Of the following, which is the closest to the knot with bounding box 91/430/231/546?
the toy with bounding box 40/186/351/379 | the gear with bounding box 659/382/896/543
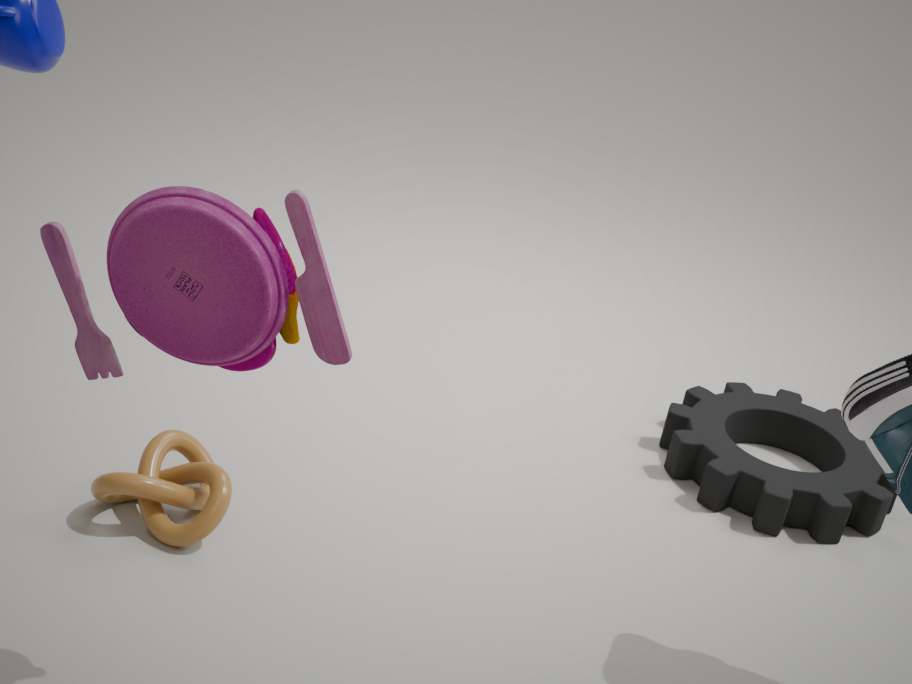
the toy with bounding box 40/186/351/379
